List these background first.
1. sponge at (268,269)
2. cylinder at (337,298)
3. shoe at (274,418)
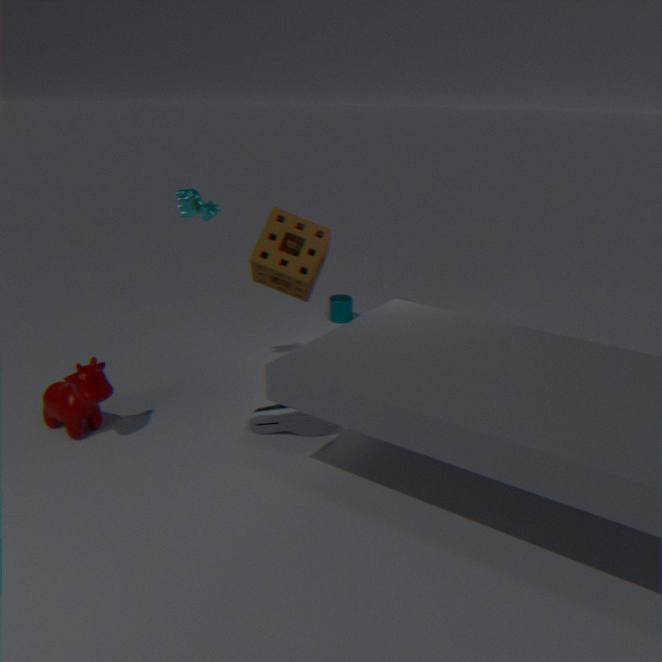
cylinder at (337,298) → sponge at (268,269) → shoe at (274,418)
